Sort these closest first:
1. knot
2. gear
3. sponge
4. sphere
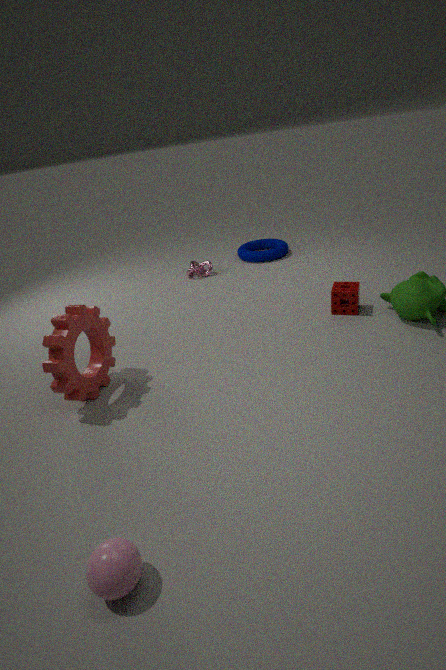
sphere
gear
sponge
knot
